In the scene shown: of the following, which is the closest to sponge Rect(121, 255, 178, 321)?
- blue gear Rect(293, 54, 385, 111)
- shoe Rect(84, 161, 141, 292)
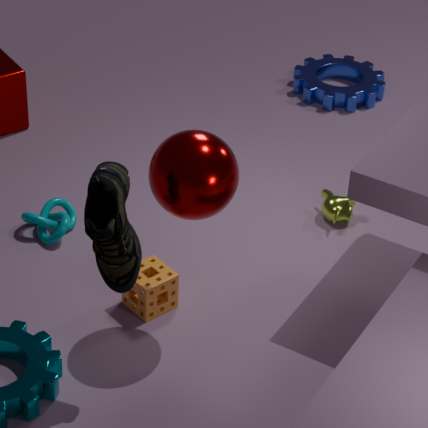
shoe Rect(84, 161, 141, 292)
